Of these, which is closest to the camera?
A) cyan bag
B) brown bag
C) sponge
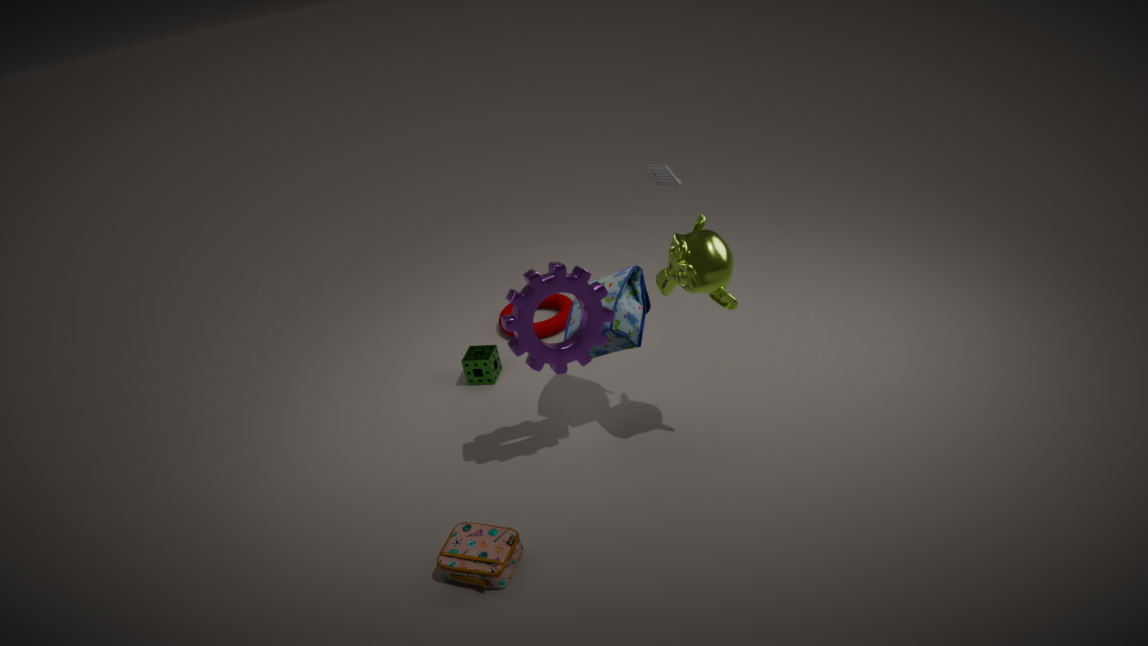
brown bag
